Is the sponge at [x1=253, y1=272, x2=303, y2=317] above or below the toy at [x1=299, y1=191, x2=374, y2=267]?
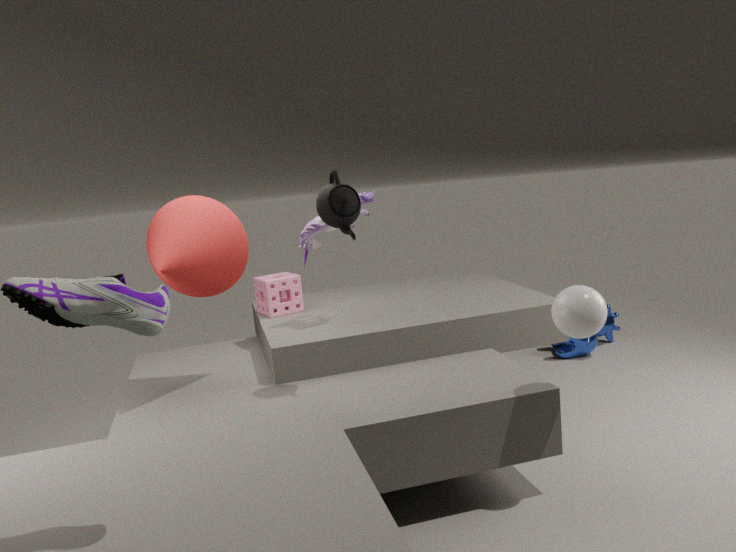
below
